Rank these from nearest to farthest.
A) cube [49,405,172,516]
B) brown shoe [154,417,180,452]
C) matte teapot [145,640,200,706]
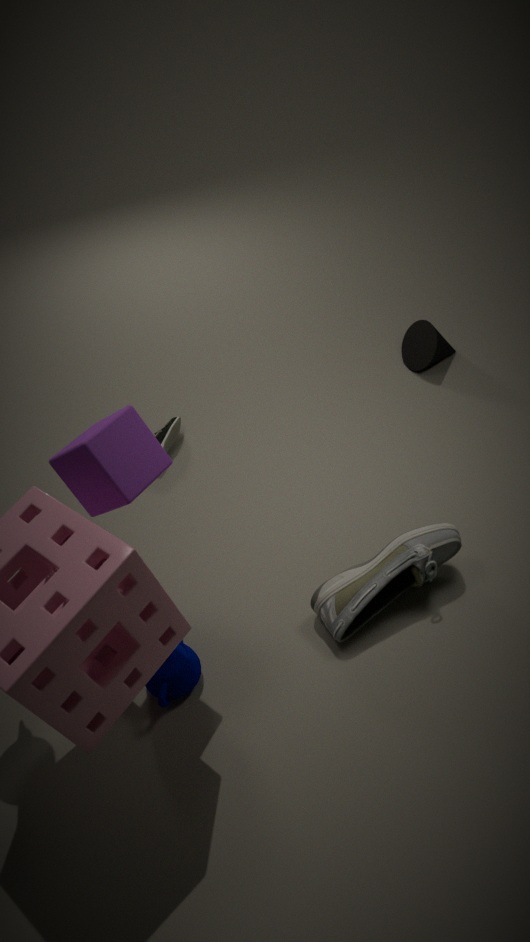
1. cube [49,405,172,516]
2. matte teapot [145,640,200,706]
3. brown shoe [154,417,180,452]
